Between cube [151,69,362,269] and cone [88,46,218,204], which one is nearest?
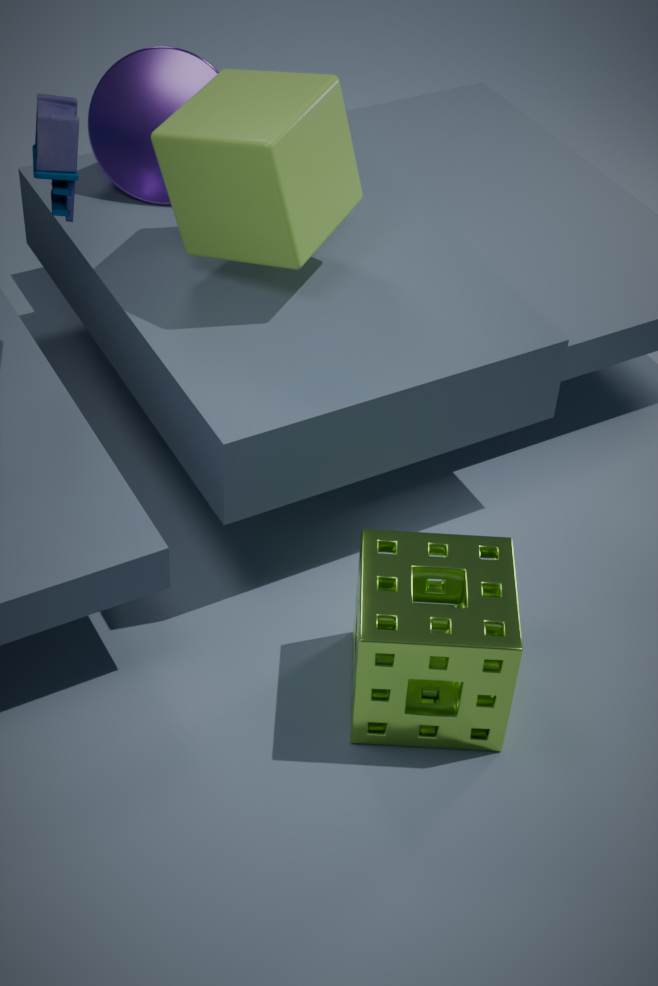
cube [151,69,362,269]
